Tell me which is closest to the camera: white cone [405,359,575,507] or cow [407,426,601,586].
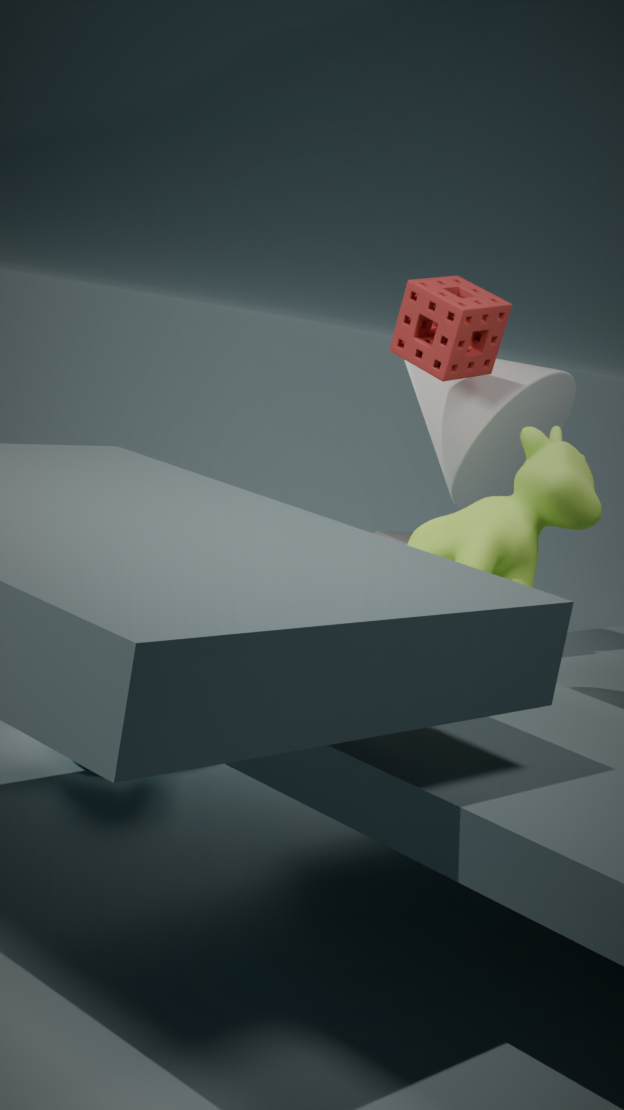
cow [407,426,601,586]
